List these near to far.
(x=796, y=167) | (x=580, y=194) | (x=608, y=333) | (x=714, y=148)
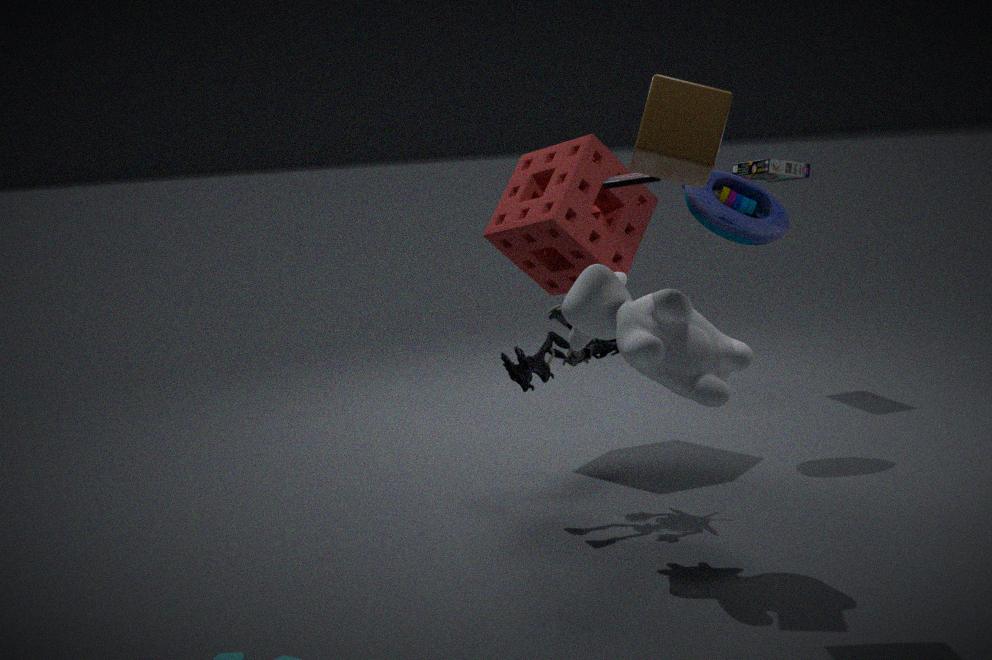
(x=714, y=148) → (x=608, y=333) → (x=580, y=194) → (x=796, y=167)
